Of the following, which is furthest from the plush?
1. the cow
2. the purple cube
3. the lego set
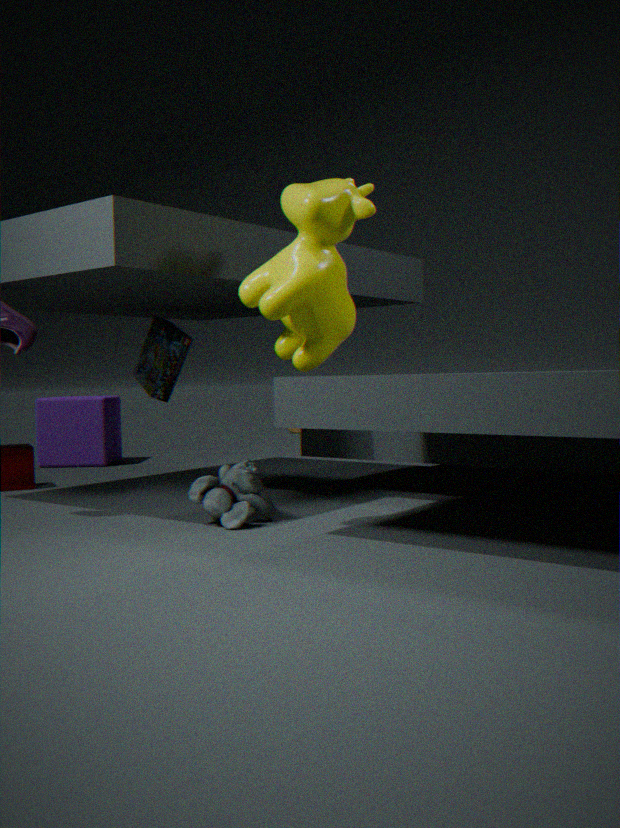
the purple cube
